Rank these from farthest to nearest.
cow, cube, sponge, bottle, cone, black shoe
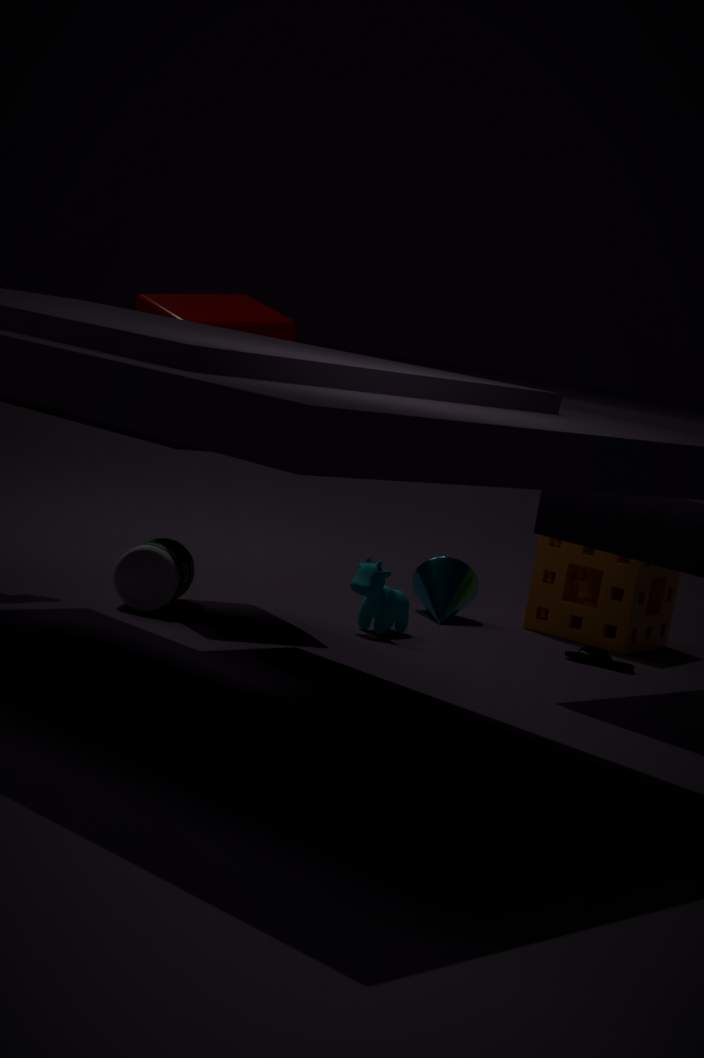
1. cone
2. sponge
3. black shoe
4. cow
5. cube
6. bottle
